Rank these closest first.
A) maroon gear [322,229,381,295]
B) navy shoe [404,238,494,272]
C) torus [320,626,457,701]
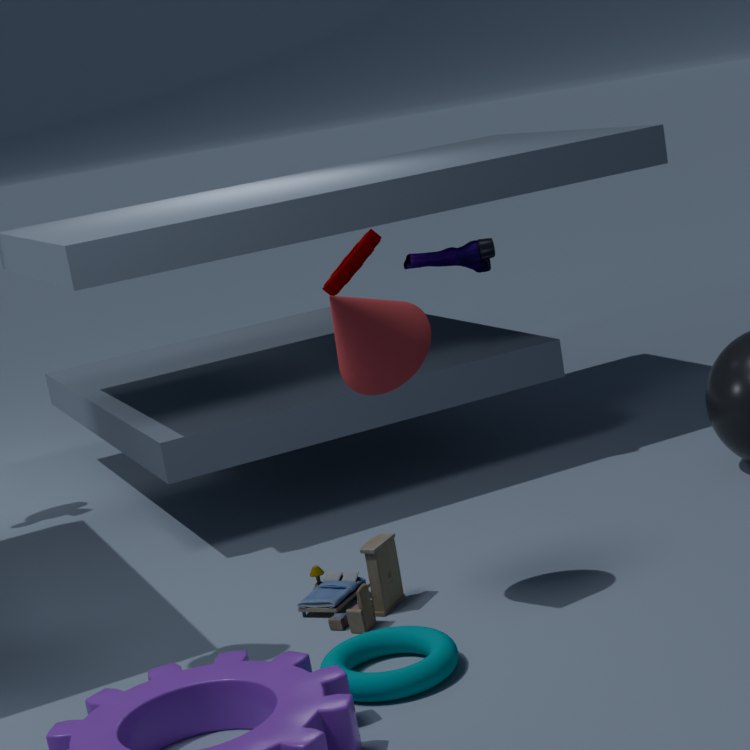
torus [320,626,457,701] → navy shoe [404,238,494,272] → maroon gear [322,229,381,295]
